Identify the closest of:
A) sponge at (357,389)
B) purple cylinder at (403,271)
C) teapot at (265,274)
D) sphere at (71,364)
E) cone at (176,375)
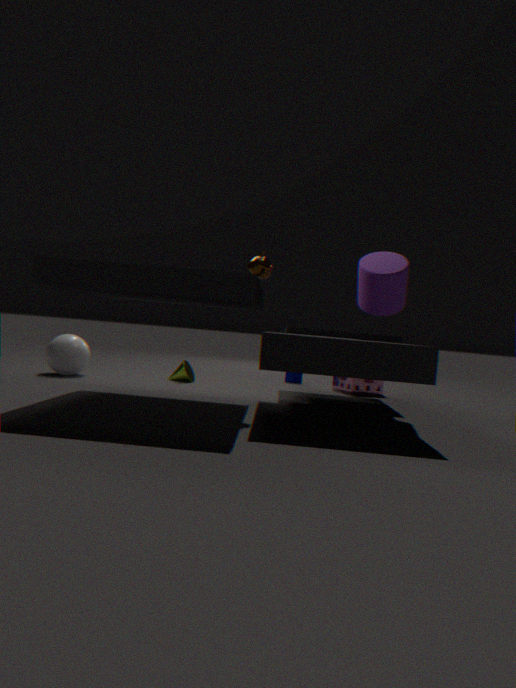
teapot at (265,274)
